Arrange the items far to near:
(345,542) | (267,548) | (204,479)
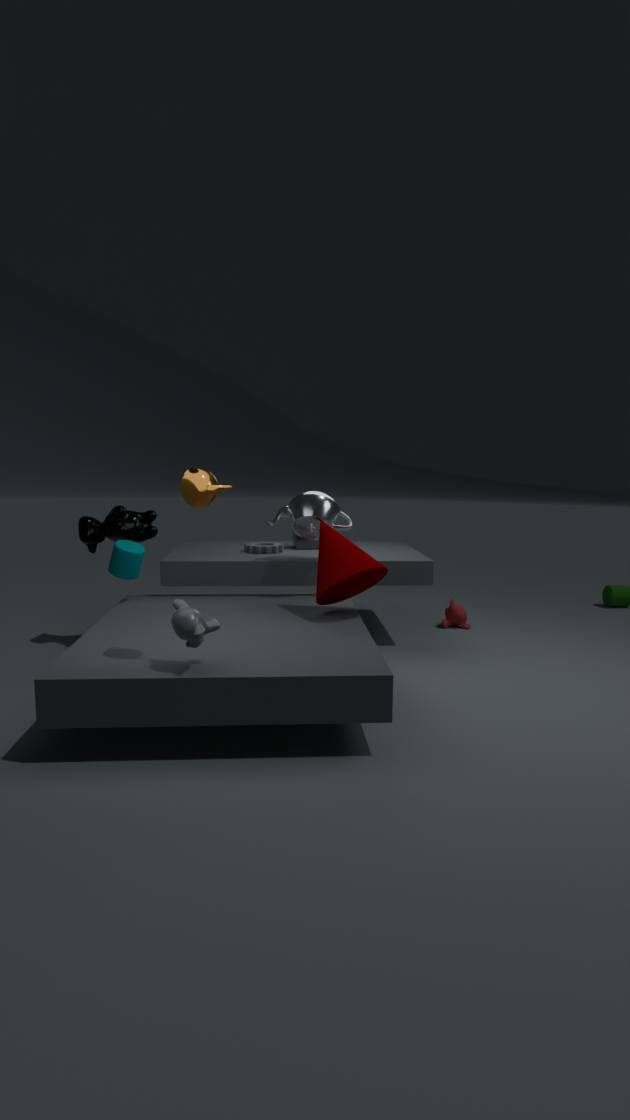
1. (267,548)
2. (345,542)
3. (204,479)
